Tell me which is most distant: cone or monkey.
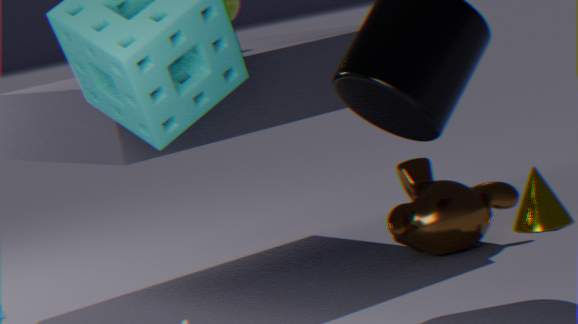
cone
